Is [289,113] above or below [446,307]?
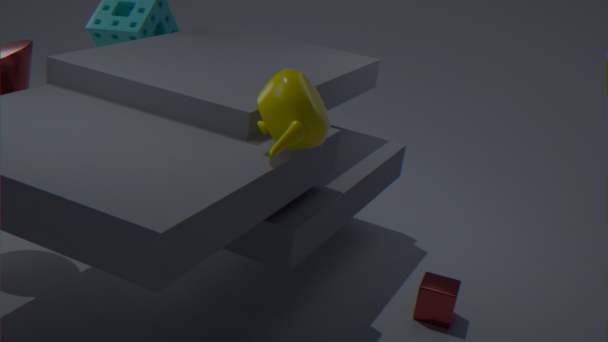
above
